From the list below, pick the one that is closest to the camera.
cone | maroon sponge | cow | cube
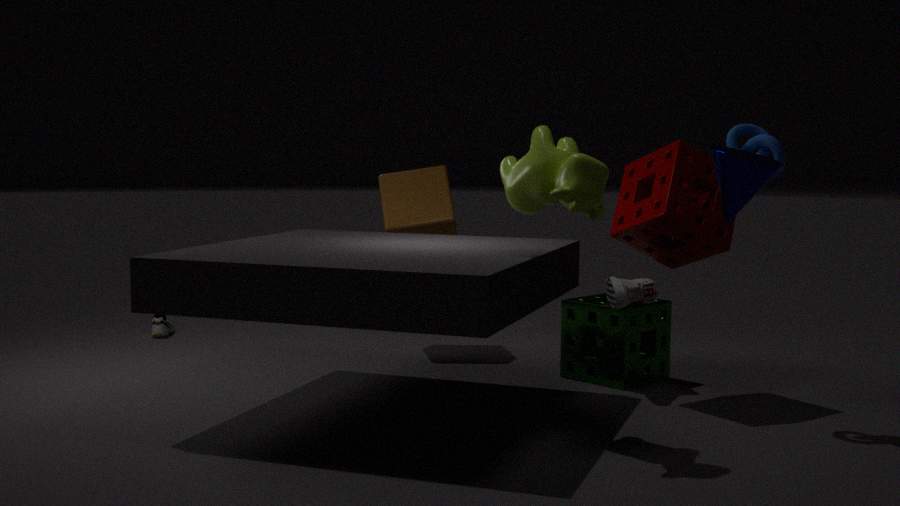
cone
